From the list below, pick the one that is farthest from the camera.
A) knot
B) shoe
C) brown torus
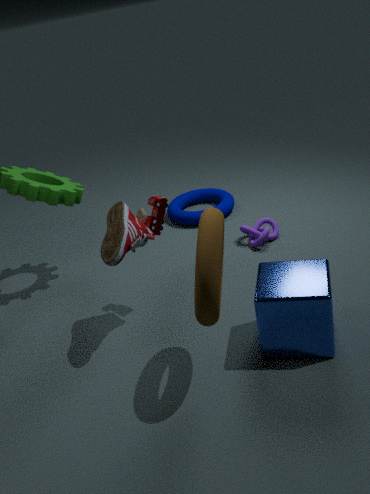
knot
